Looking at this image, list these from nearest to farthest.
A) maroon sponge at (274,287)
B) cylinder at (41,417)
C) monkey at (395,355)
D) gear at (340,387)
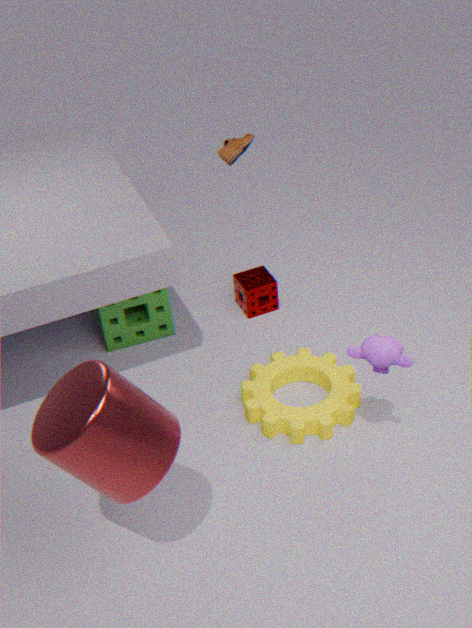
1. cylinder at (41,417)
2. monkey at (395,355)
3. gear at (340,387)
4. maroon sponge at (274,287)
